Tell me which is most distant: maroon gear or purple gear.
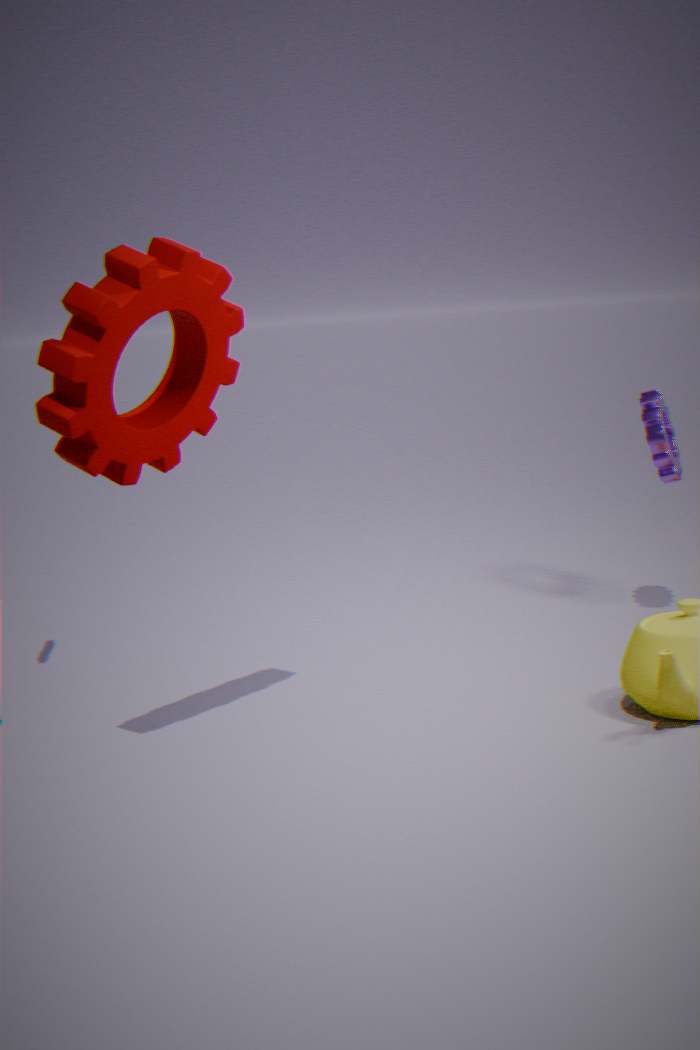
purple gear
